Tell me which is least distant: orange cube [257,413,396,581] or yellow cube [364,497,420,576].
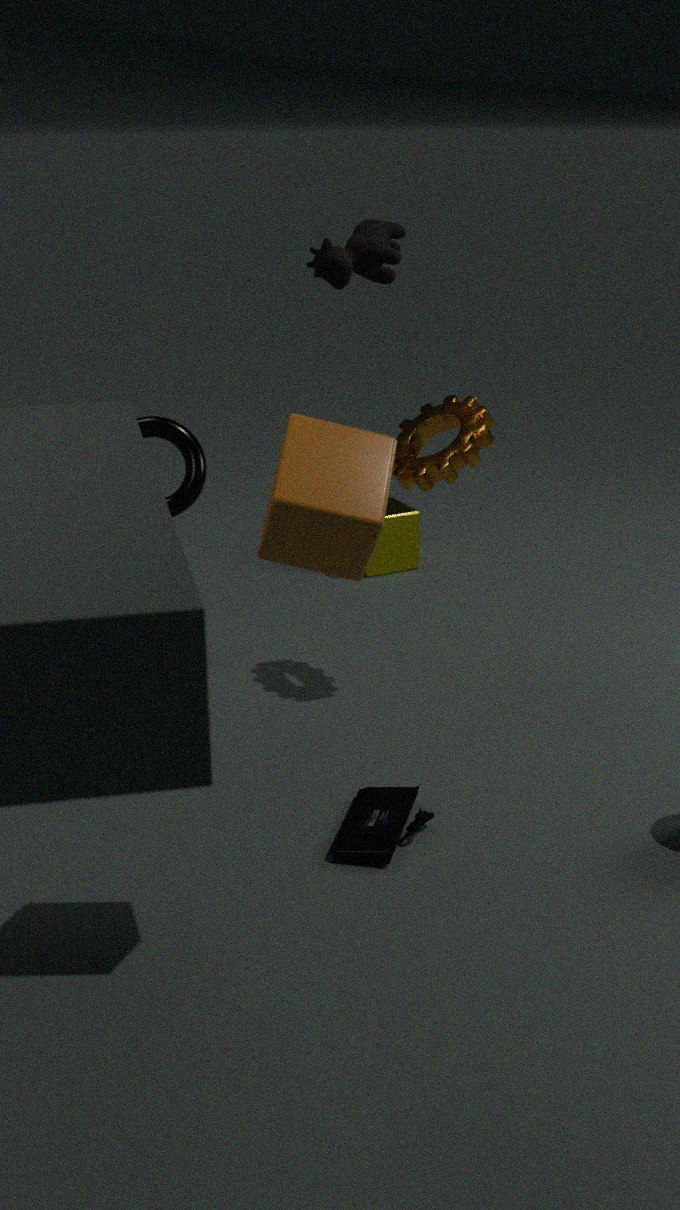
orange cube [257,413,396,581]
